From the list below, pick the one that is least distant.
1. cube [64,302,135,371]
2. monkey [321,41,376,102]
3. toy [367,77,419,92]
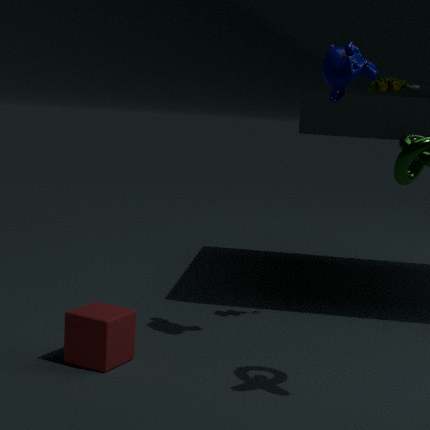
cube [64,302,135,371]
